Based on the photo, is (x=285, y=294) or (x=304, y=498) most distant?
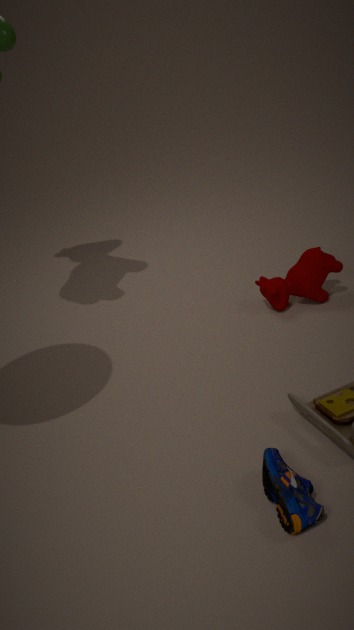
(x=285, y=294)
